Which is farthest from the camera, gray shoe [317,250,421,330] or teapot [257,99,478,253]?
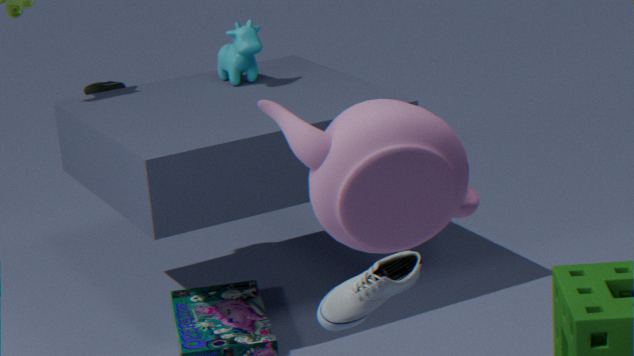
gray shoe [317,250,421,330]
